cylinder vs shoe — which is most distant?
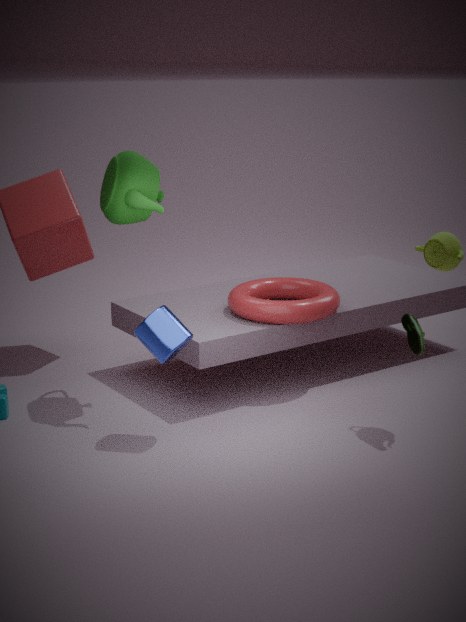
shoe
